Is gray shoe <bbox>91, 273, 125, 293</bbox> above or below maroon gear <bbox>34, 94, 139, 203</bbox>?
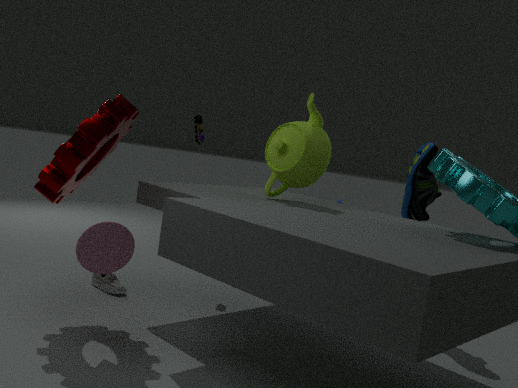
below
